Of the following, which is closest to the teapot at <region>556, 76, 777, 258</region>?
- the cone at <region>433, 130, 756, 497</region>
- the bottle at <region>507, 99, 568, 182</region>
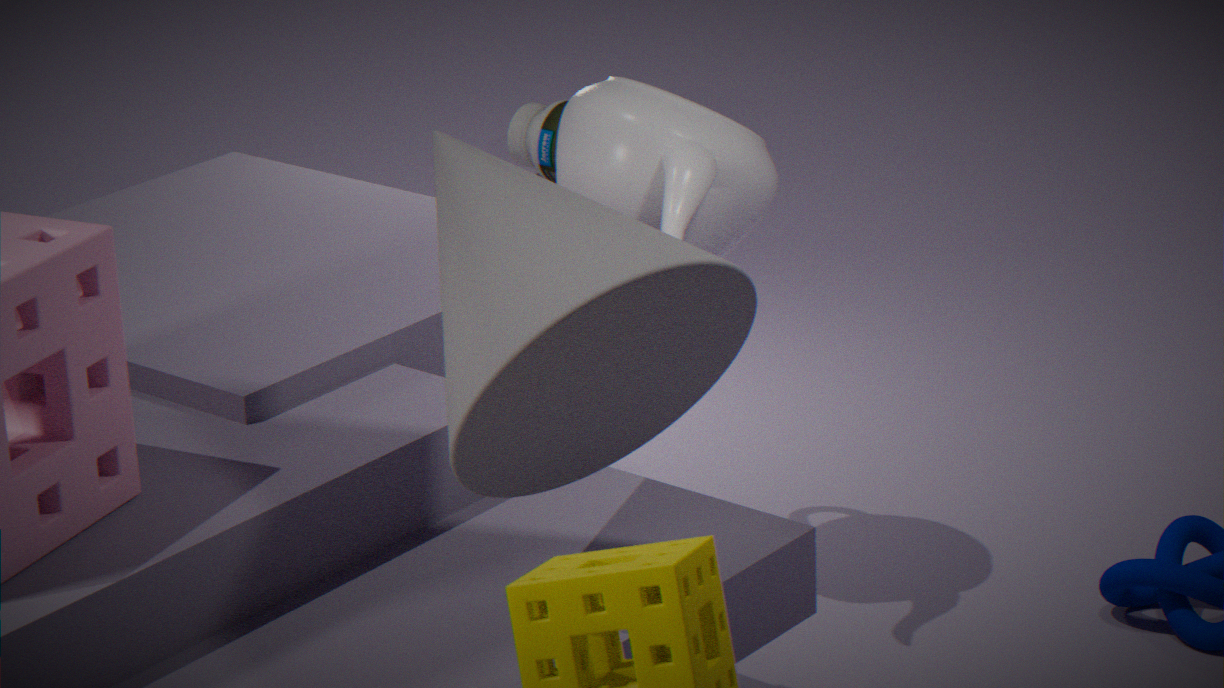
the cone at <region>433, 130, 756, 497</region>
